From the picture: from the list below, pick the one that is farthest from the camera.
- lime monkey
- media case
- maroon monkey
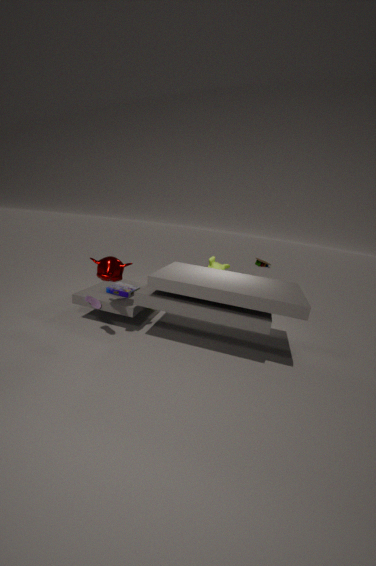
lime monkey
